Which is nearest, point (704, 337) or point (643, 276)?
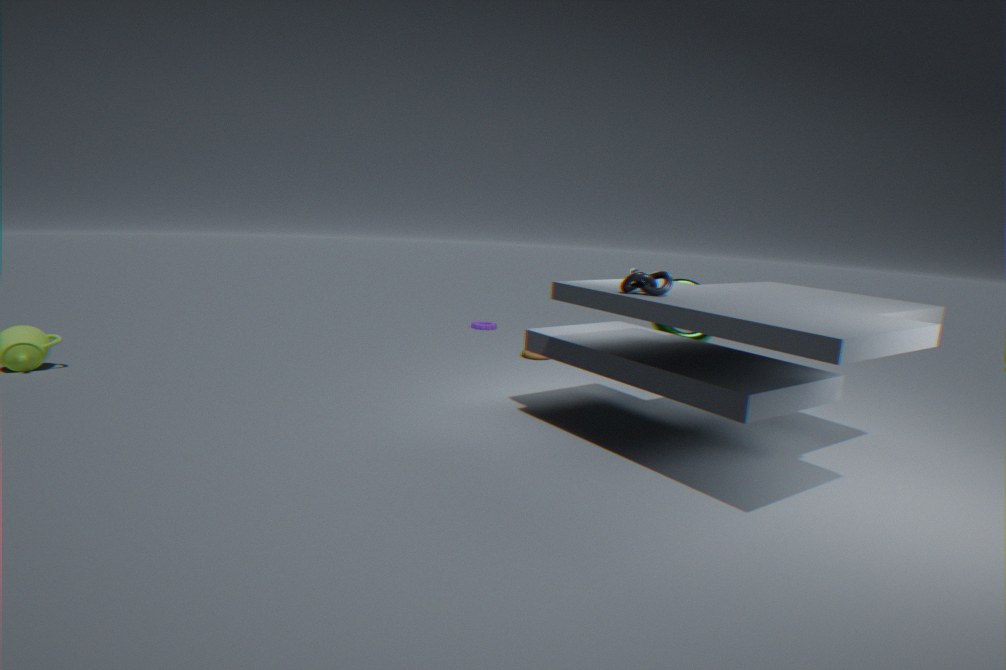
point (643, 276)
